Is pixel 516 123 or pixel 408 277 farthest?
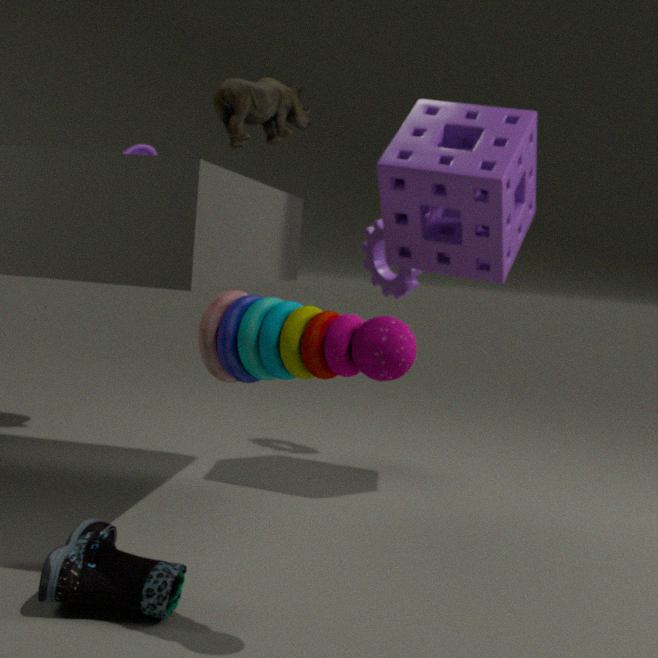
pixel 408 277
